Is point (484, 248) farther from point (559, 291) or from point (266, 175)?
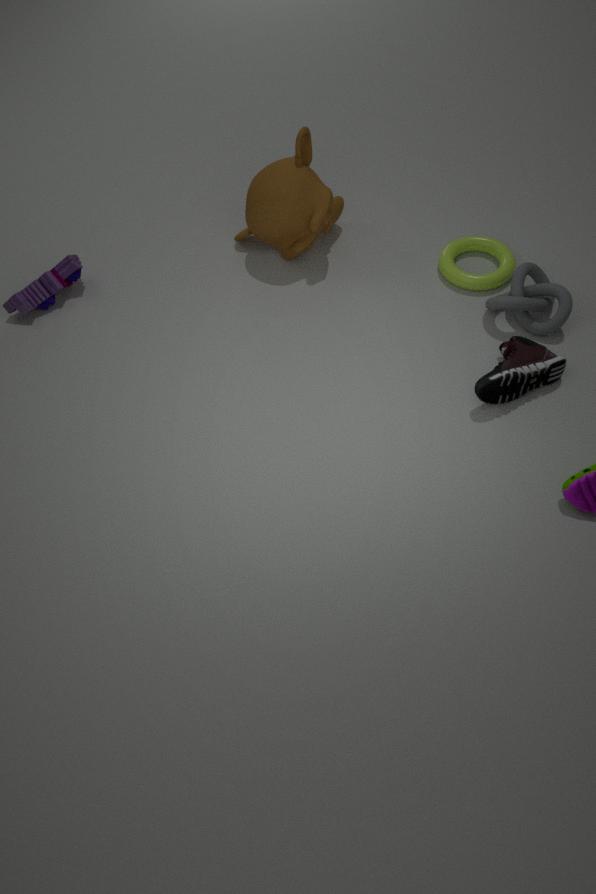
point (266, 175)
